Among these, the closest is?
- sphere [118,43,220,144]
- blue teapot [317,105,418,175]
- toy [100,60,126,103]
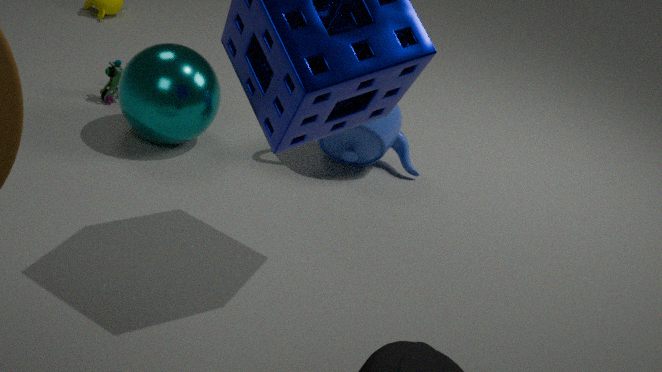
sphere [118,43,220,144]
